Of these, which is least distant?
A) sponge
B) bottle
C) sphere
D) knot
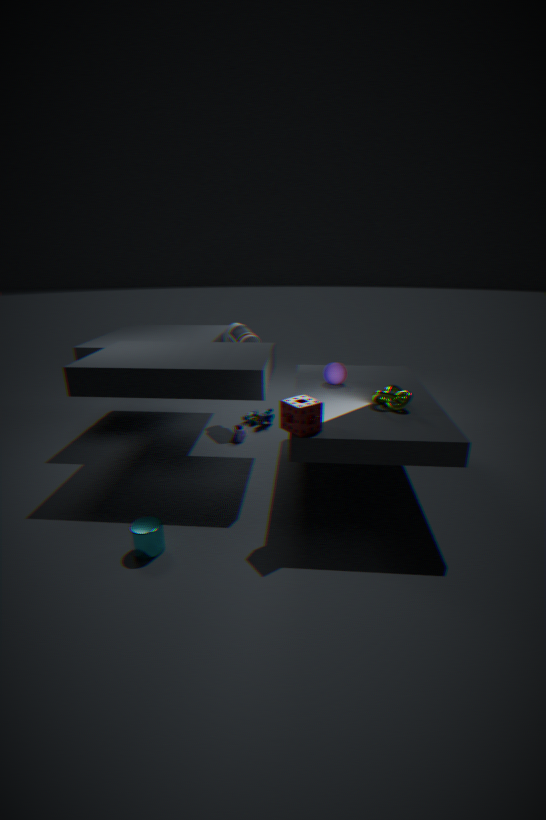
sponge
